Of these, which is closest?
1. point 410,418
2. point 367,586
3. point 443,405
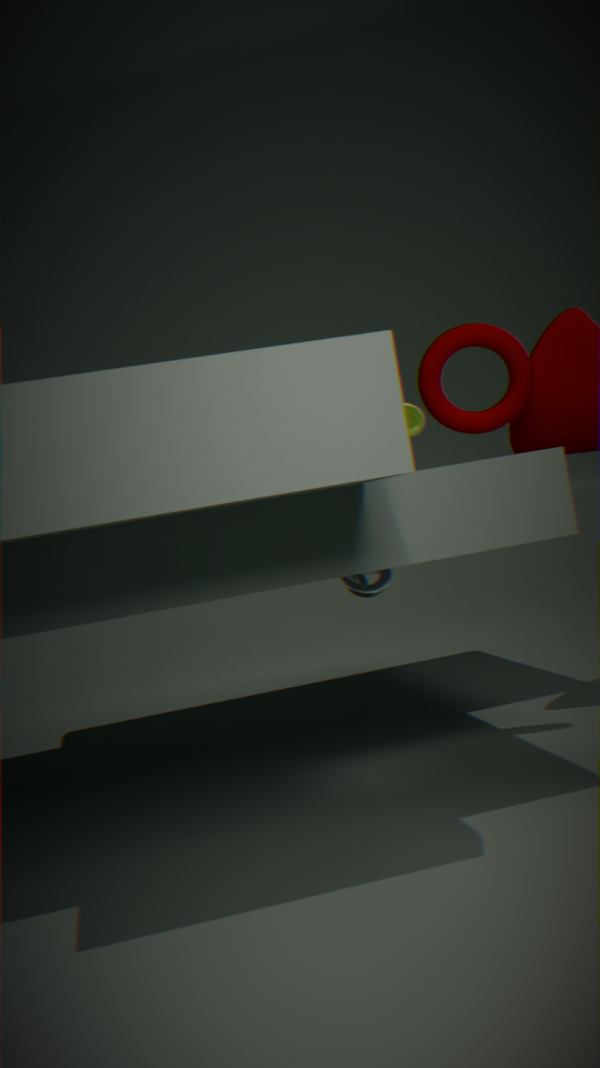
point 443,405
